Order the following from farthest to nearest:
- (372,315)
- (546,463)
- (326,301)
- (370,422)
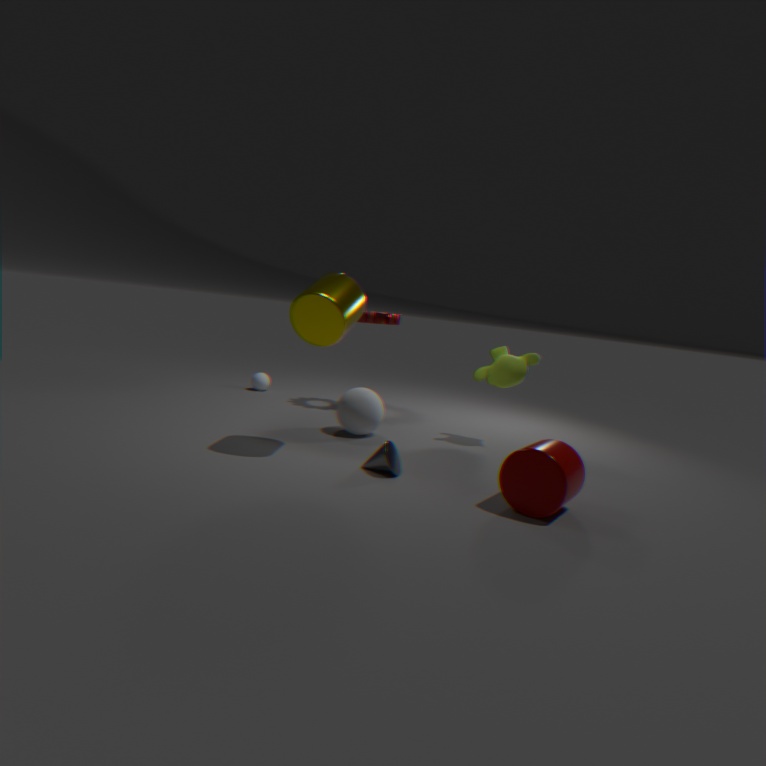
(372,315)
(370,422)
(326,301)
(546,463)
